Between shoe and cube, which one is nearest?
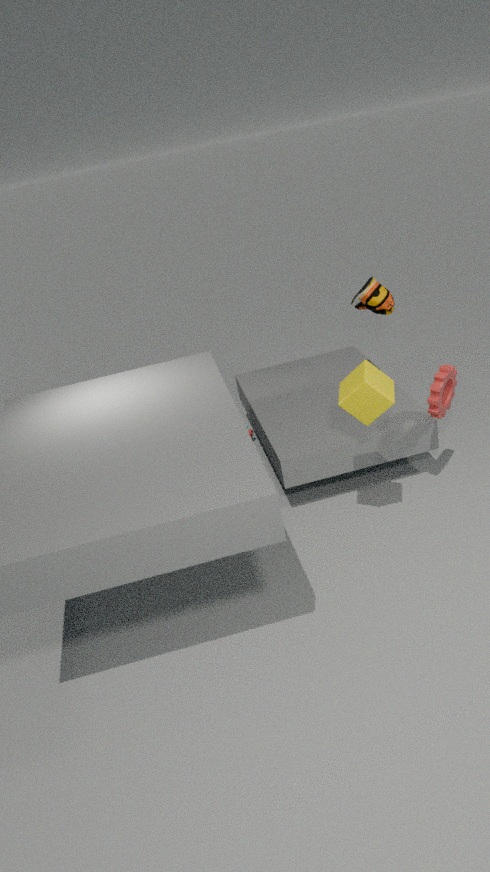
cube
